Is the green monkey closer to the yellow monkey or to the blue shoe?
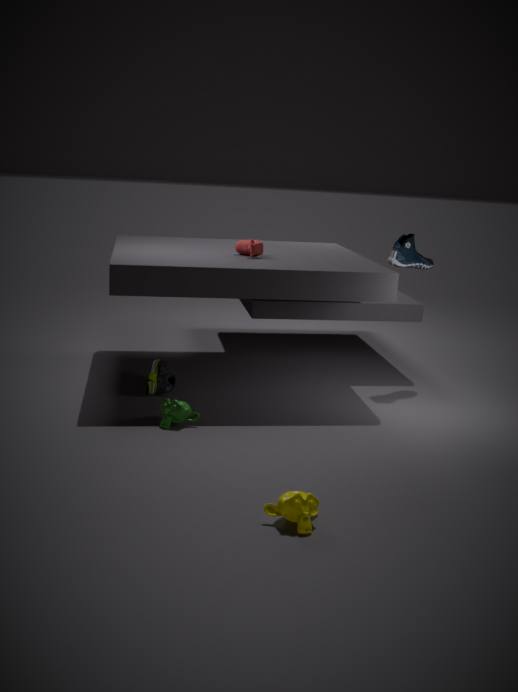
the yellow monkey
